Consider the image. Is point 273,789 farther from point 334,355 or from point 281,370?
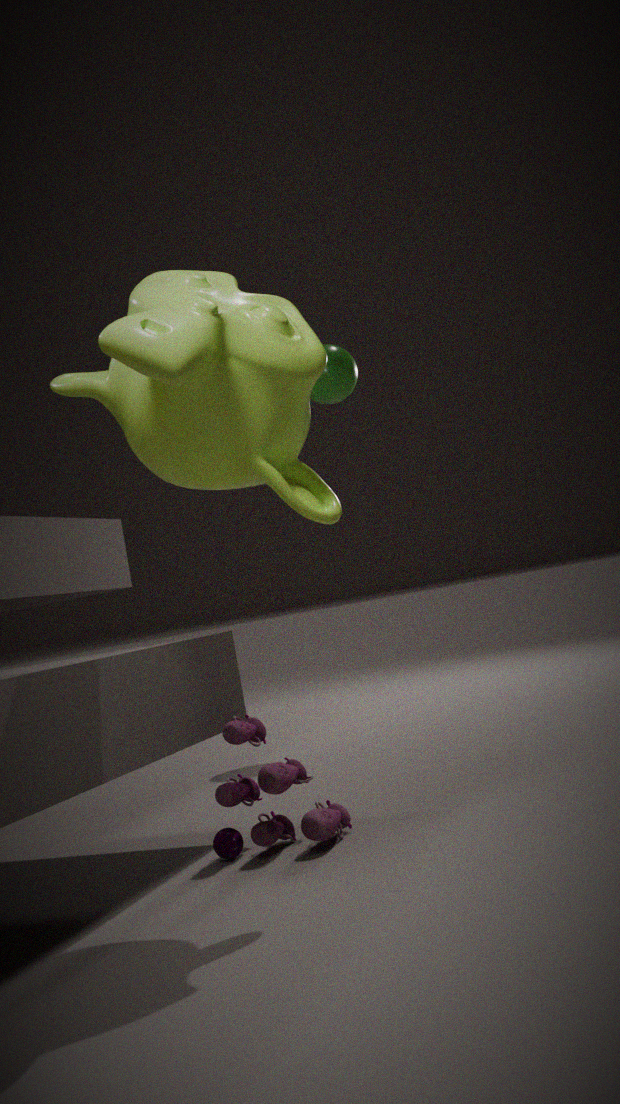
point 334,355
